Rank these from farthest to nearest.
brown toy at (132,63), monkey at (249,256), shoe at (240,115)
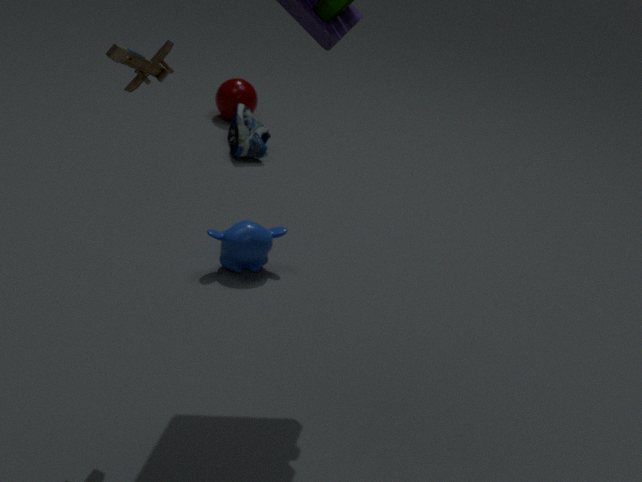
shoe at (240,115)
monkey at (249,256)
brown toy at (132,63)
